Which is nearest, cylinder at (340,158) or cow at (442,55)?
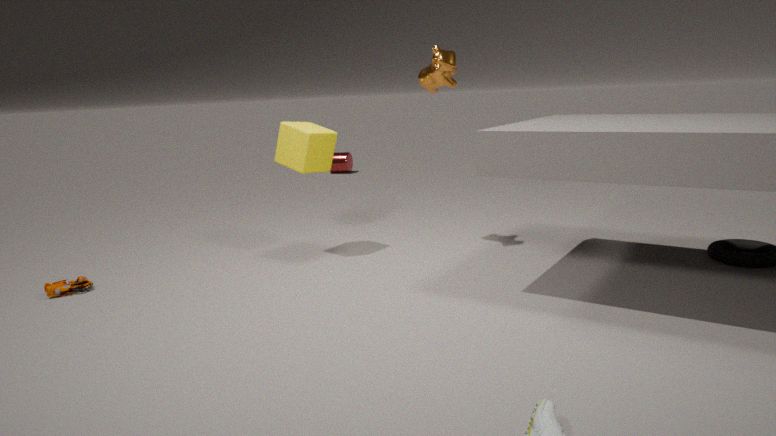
cow at (442,55)
